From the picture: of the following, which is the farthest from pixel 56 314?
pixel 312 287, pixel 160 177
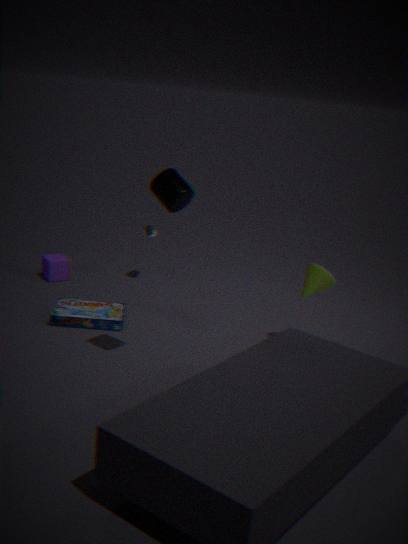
pixel 312 287
